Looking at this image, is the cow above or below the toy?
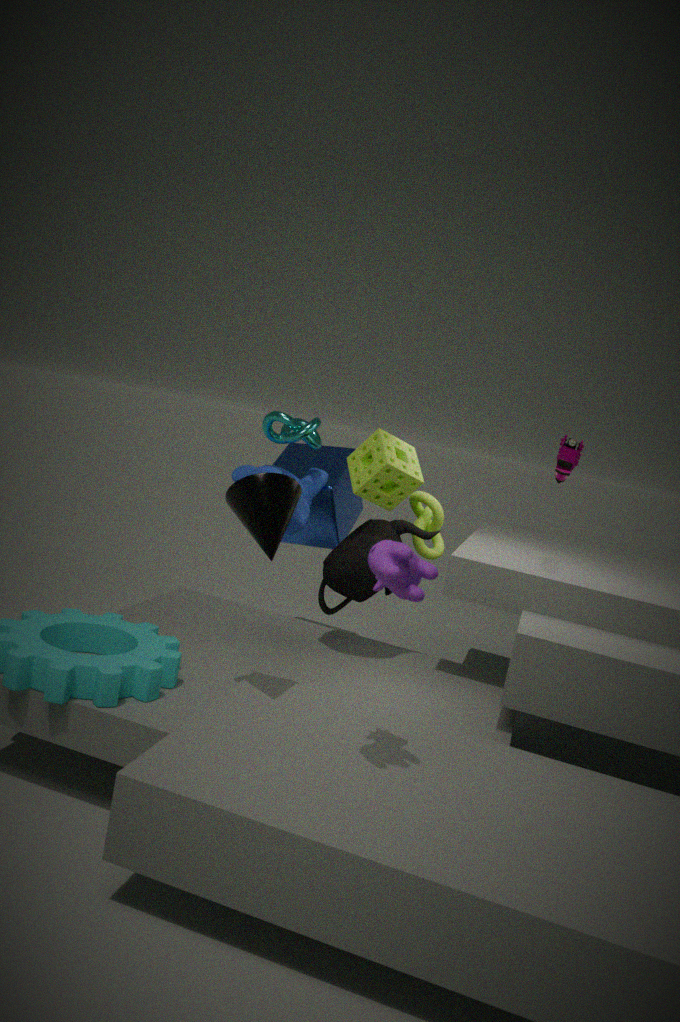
below
